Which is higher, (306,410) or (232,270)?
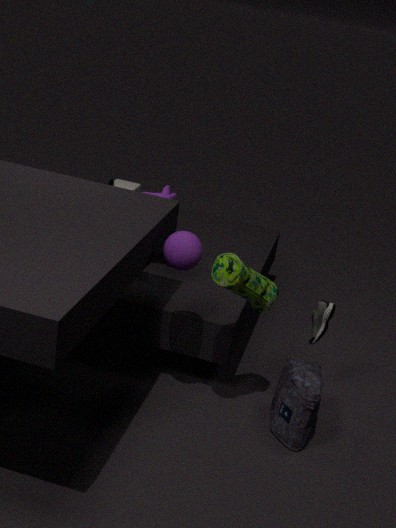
(232,270)
